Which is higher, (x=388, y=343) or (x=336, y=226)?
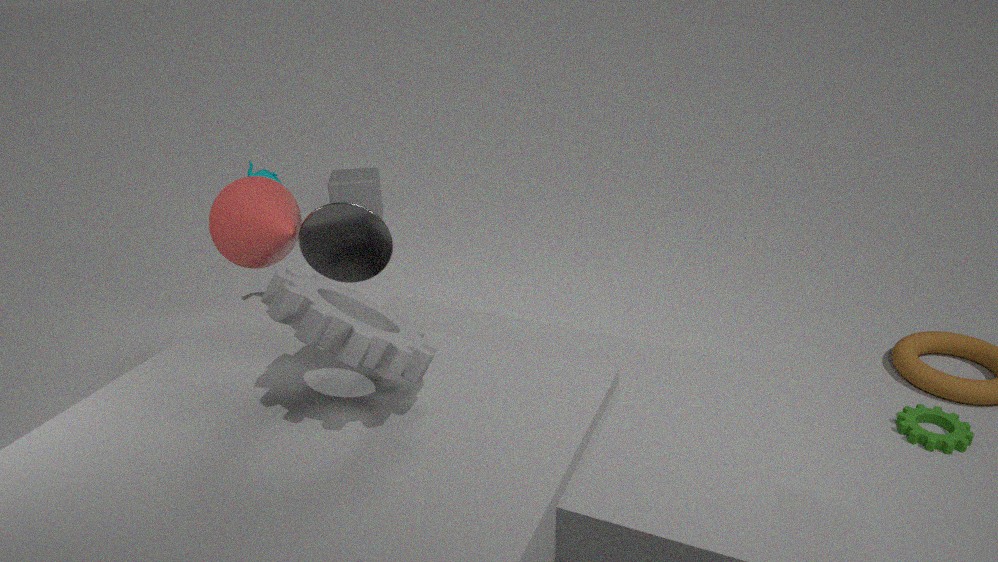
(x=388, y=343)
